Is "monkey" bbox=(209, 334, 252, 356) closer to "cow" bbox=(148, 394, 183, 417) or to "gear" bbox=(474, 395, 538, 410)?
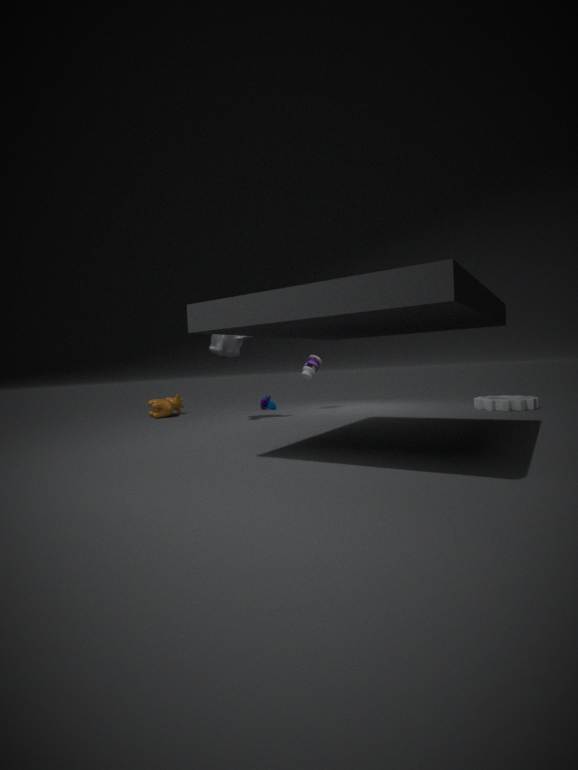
"cow" bbox=(148, 394, 183, 417)
